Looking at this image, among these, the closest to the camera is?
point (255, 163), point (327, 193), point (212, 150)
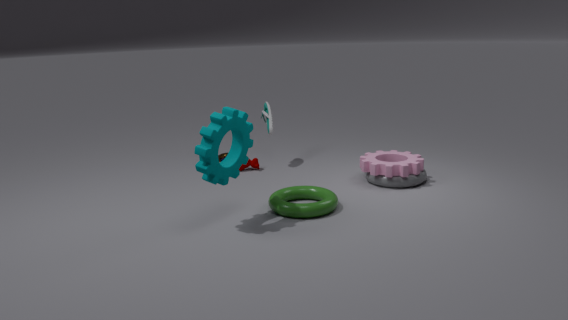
point (212, 150)
